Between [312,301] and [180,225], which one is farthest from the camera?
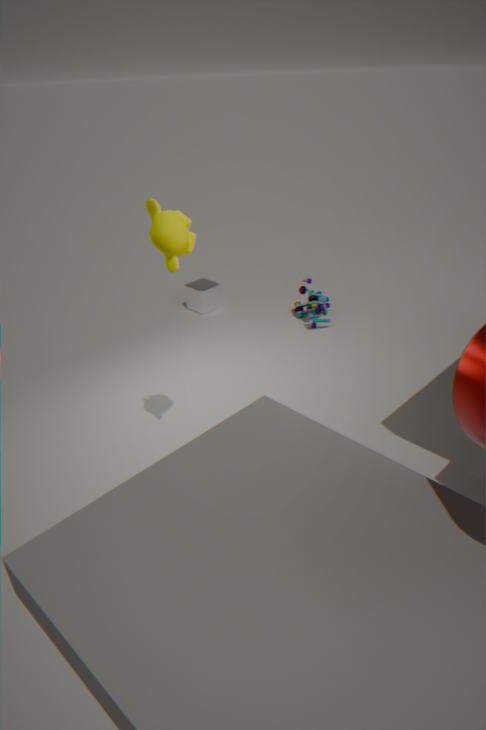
[312,301]
